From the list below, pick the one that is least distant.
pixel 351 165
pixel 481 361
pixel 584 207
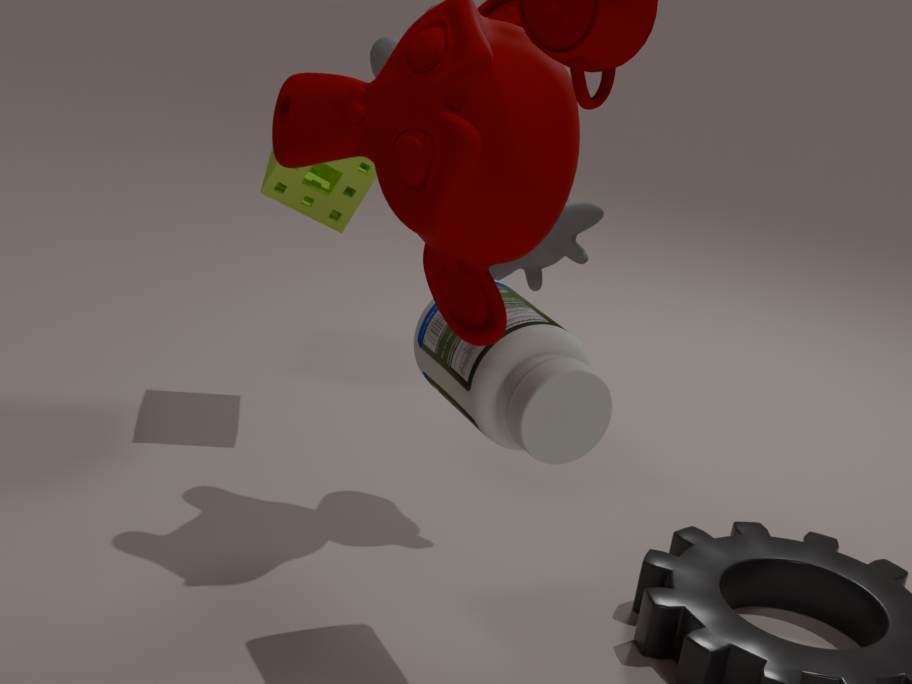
Result: pixel 481 361
